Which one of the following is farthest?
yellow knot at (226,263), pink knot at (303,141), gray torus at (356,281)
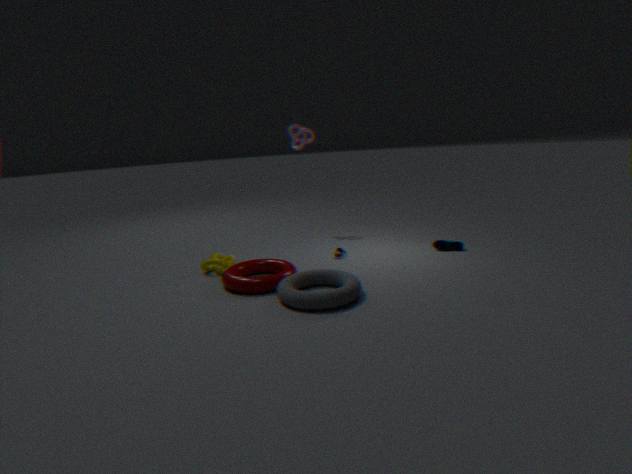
pink knot at (303,141)
